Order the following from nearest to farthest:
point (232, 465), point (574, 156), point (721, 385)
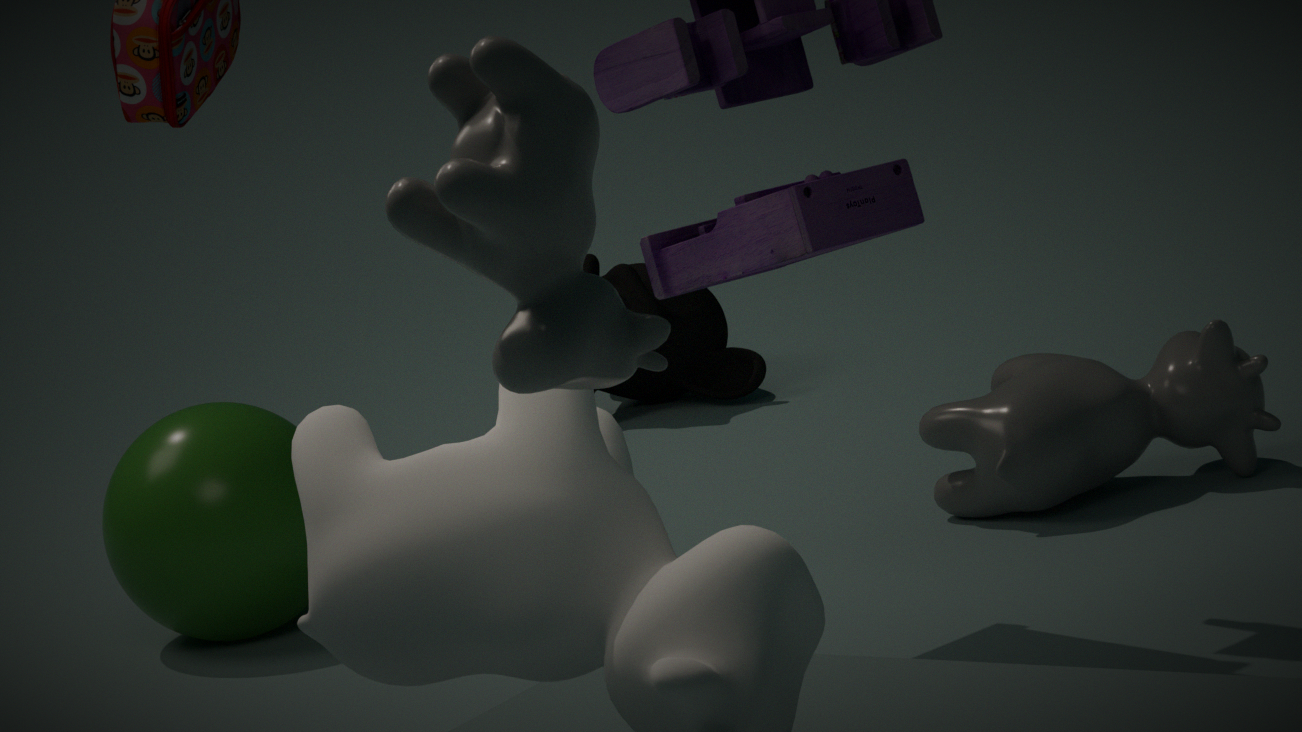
point (574, 156)
point (232, 465)
point (721, 385)
